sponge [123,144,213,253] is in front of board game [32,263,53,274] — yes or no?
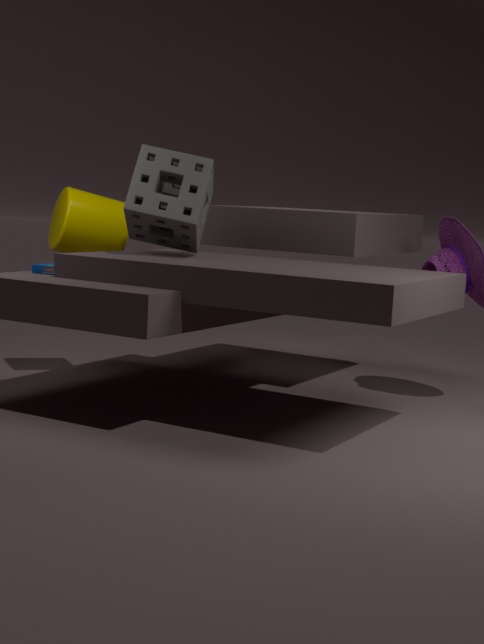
Yes
